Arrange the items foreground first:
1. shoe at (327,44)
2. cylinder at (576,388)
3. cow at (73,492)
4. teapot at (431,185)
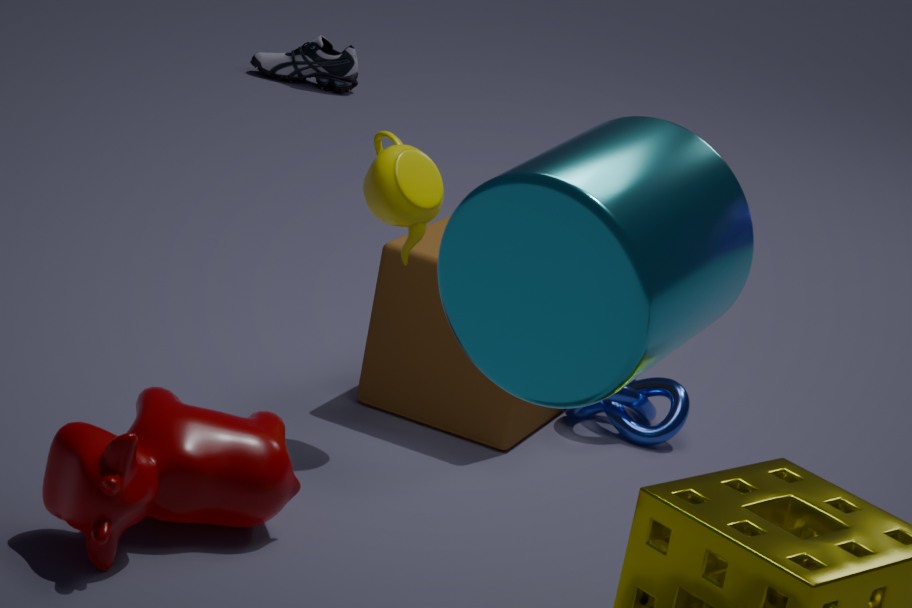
cylinder at (576,388)
cow at (73,492)
teapot at (431,185)
shoe at (327,44)
